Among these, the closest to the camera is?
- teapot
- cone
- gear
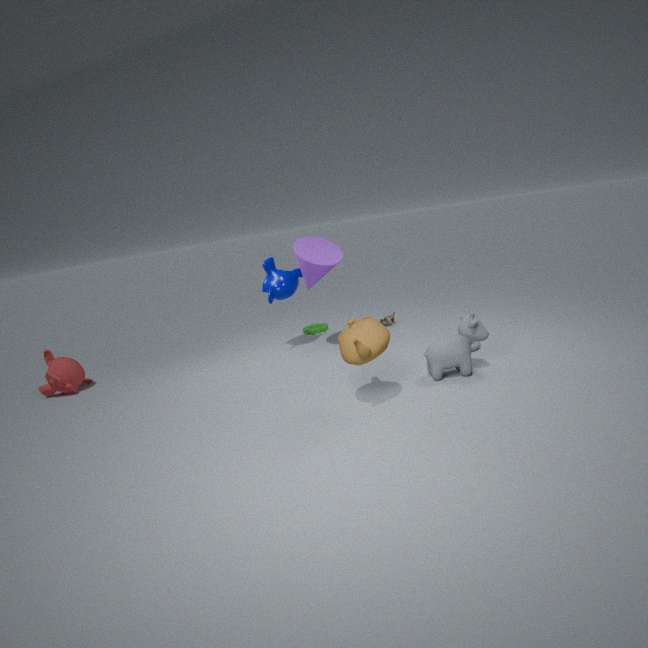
teapot
